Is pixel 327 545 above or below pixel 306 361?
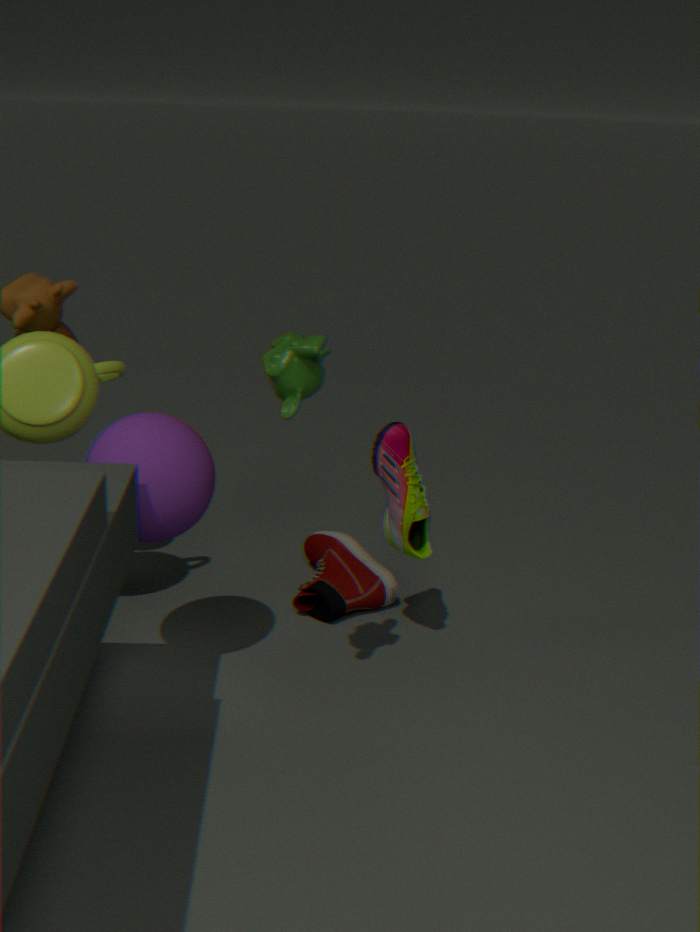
below
